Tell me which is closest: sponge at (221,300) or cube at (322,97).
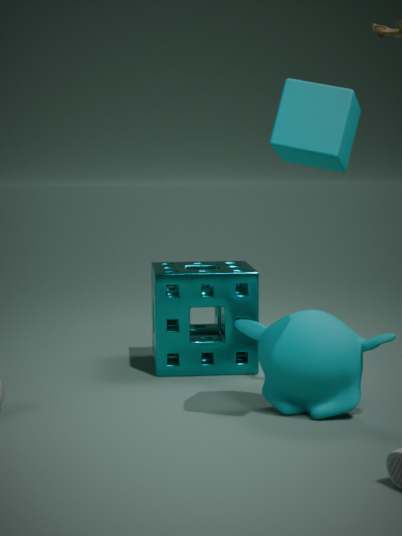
cube at (322,97)
